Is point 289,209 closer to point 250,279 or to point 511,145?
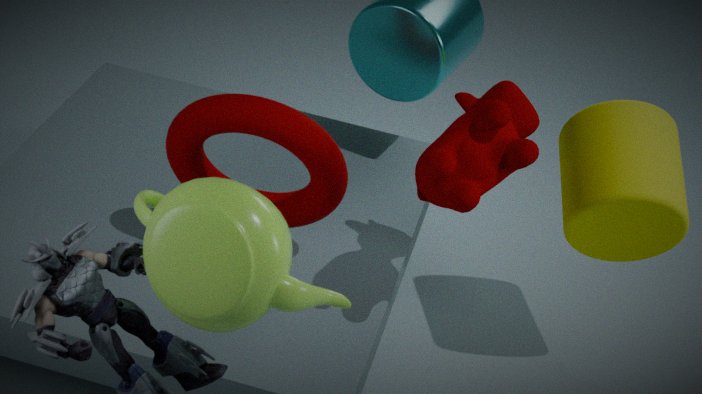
point 511,145
